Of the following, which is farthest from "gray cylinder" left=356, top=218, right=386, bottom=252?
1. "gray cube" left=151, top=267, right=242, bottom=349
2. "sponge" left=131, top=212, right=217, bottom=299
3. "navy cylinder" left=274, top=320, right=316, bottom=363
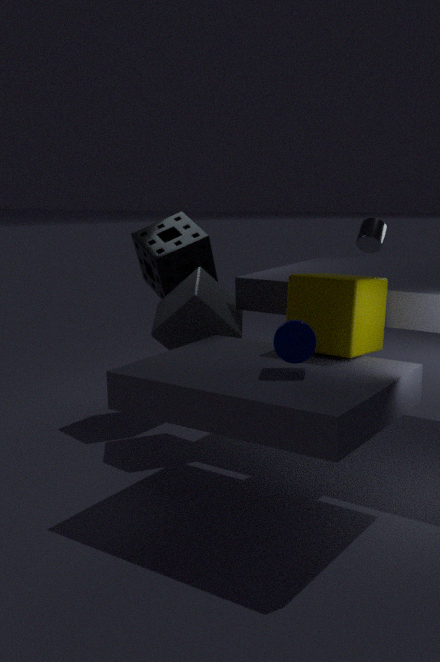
"navy cylinder" left=274, top=320, right=316, bottom=363
